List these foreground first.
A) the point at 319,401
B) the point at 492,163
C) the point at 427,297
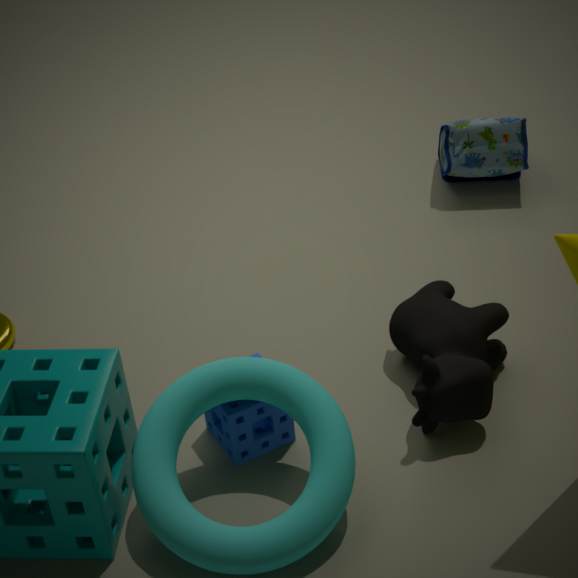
the point at 319,401
the point at 427,297
the point at 492,163
